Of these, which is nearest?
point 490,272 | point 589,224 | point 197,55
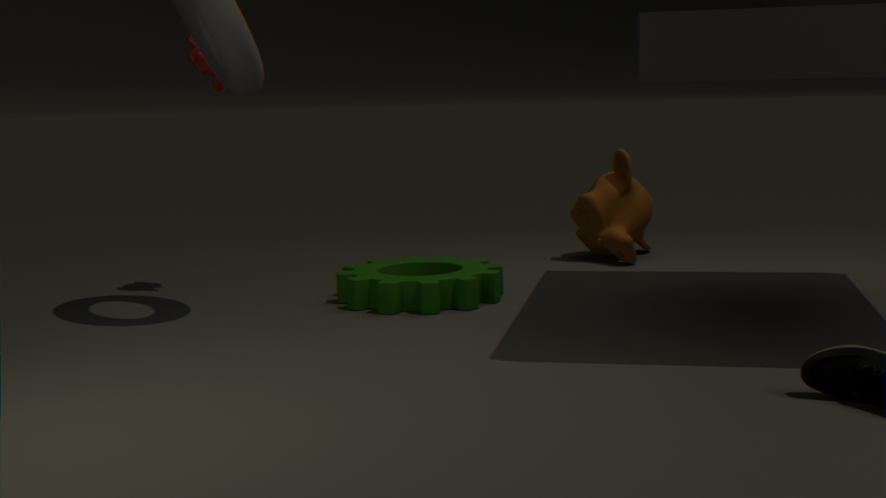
point 490,272
